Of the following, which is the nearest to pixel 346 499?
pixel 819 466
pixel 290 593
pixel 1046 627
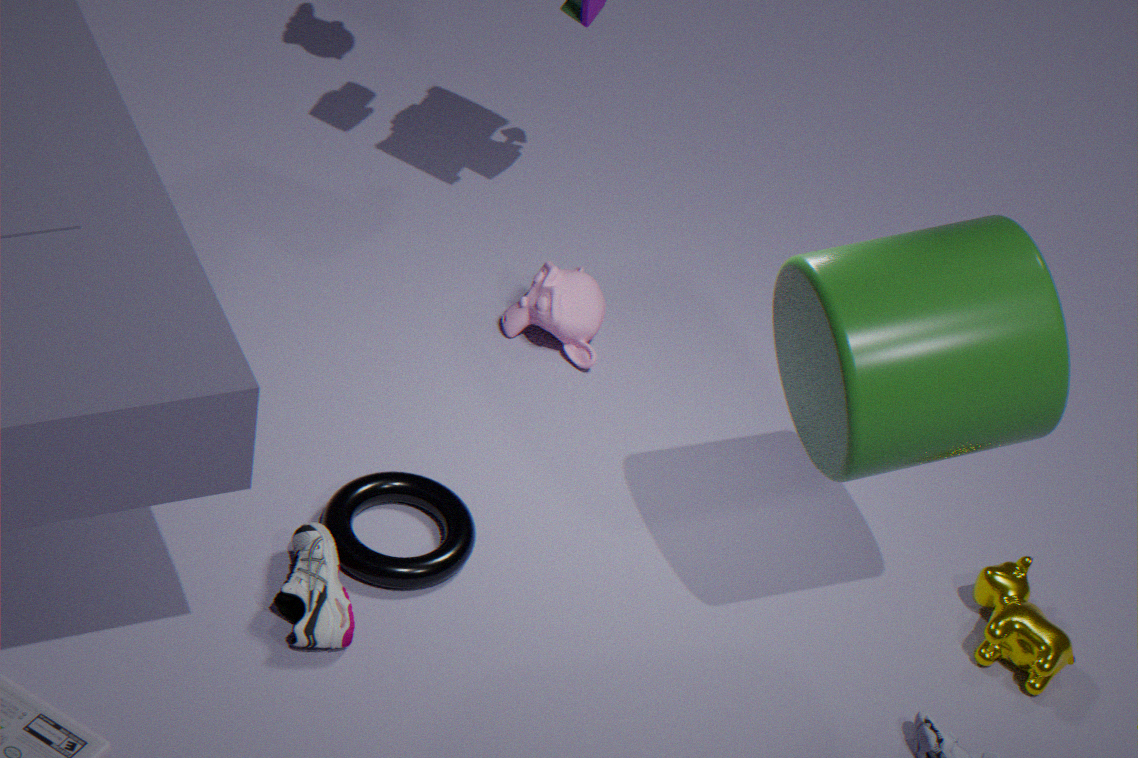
pixel 290 593
